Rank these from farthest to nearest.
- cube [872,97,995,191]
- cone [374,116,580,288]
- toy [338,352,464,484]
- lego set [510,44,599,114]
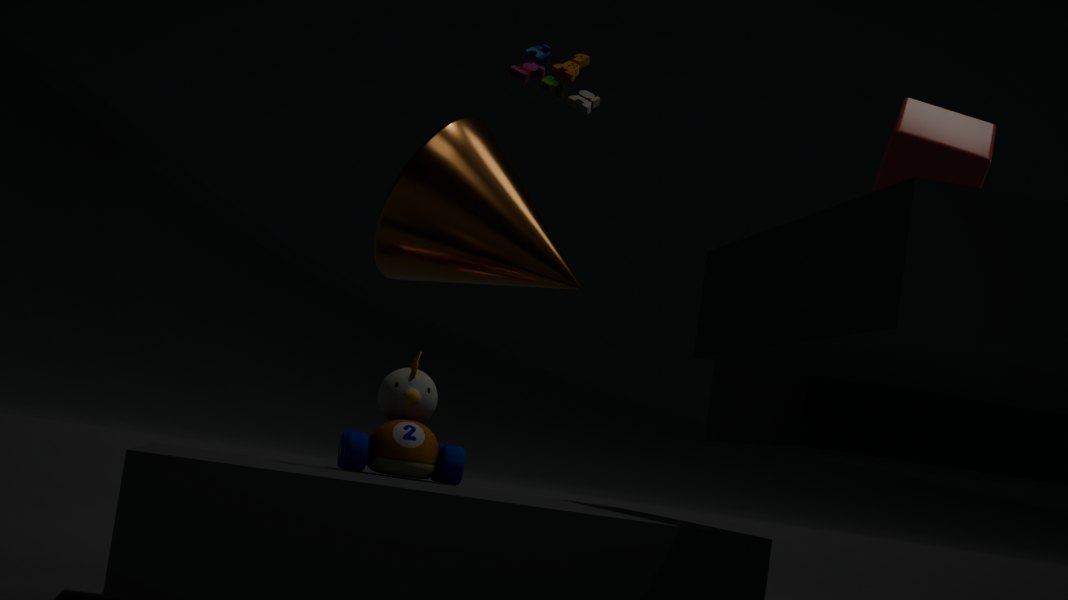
cone [374,116,580,288]
toy [338,352,464,484]
lego set [510,44,599,114]
cube [872,97,995,191]
